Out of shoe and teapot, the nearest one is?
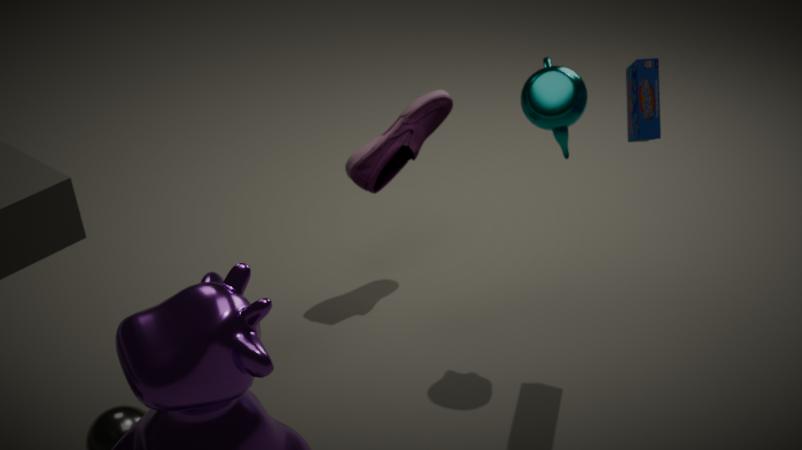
teapot
